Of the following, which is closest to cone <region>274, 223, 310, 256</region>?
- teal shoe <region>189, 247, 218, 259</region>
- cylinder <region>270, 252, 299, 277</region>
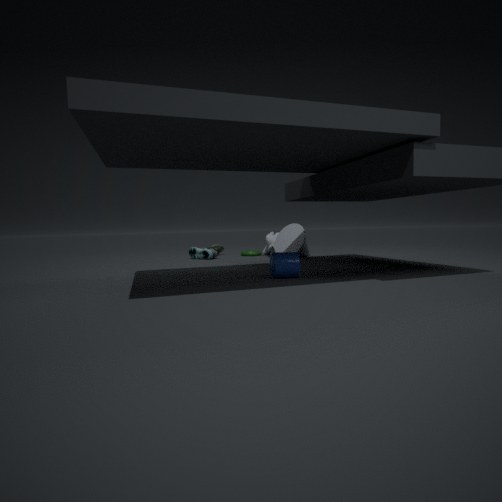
teal shoe <region>189, 247, 218, 259</region>
